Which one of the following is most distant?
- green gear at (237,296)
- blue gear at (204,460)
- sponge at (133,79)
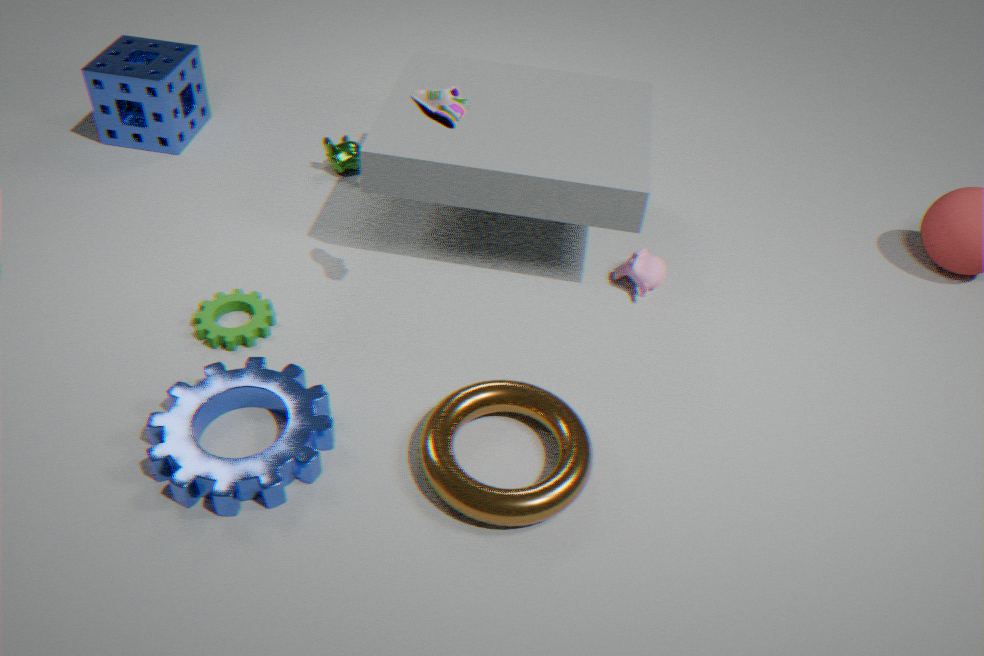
sponge at (133,79)
